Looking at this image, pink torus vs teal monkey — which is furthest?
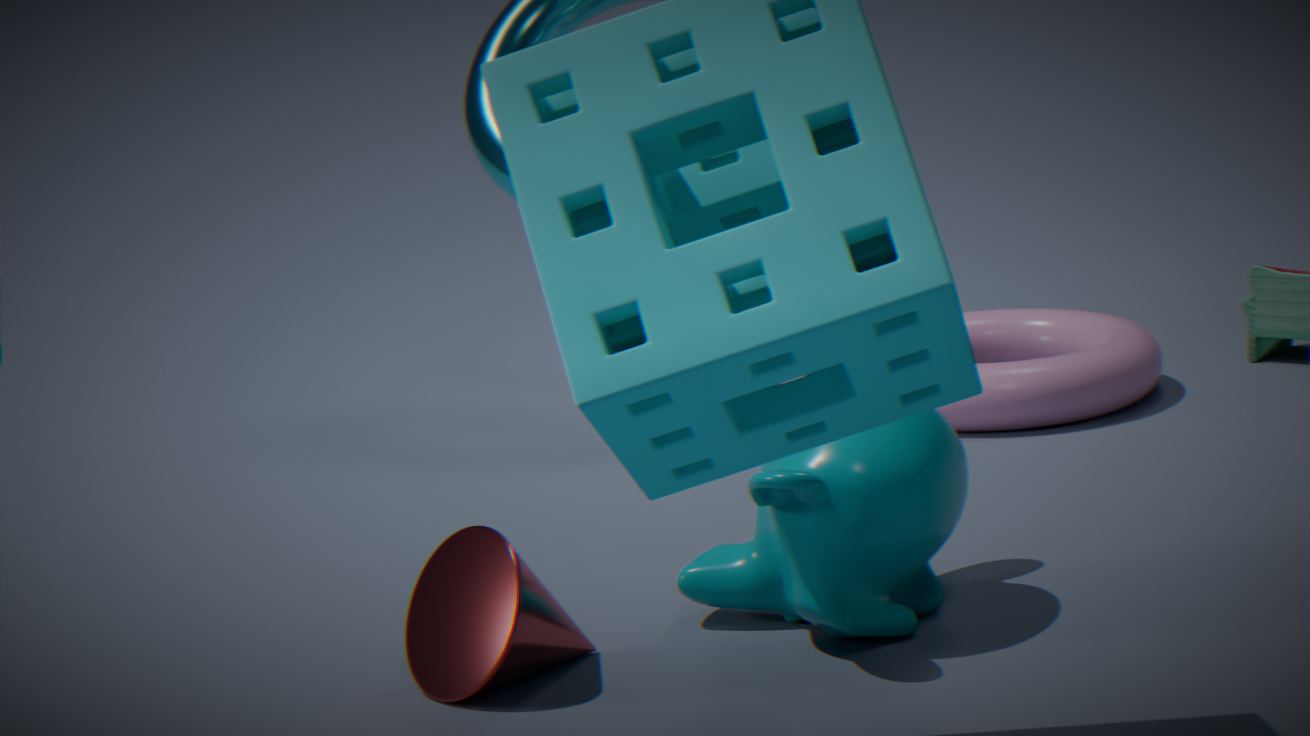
pink torus
